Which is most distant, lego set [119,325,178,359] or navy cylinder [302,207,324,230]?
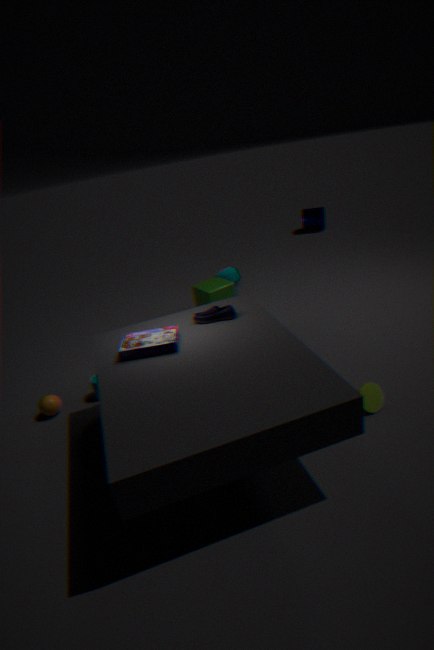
navy cylinder [302,207,324,230]
